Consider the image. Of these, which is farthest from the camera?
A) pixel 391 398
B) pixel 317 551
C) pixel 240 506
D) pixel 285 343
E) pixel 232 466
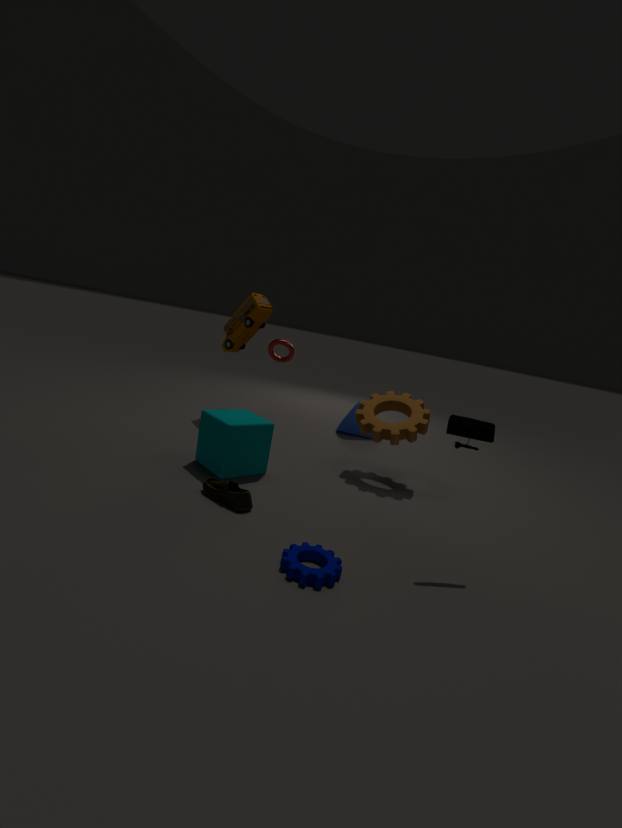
pixel 285 343
